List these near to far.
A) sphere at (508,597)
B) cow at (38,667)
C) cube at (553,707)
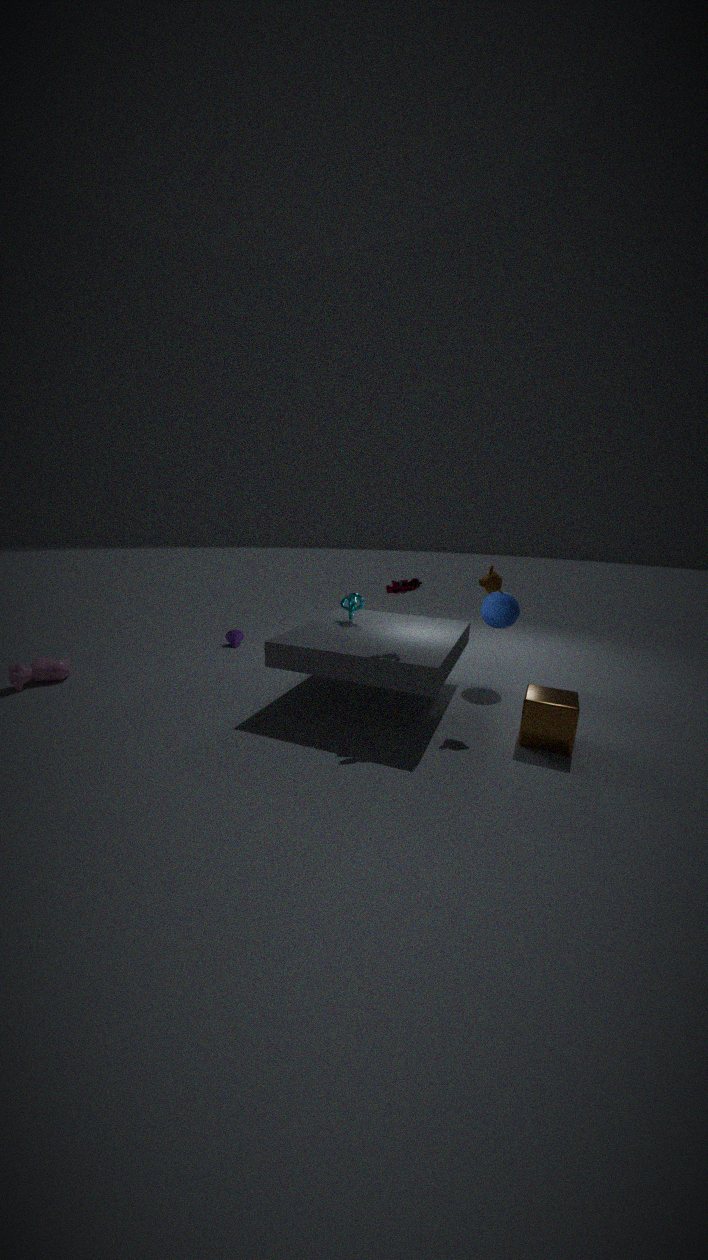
cube at (553,707), cow at (38,667), sphere at (508,597)
